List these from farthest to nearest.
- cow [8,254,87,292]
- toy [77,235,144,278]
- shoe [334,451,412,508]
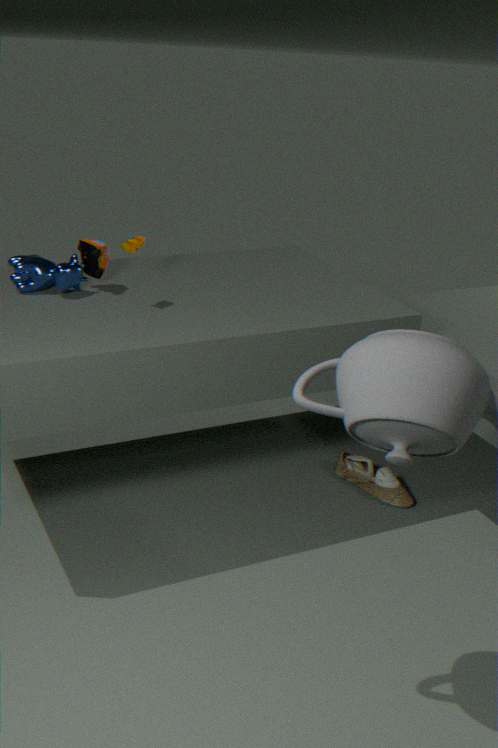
shoe [334,451,412,508]
cow [8,254,87,292]
toy [77,235,144,278]
